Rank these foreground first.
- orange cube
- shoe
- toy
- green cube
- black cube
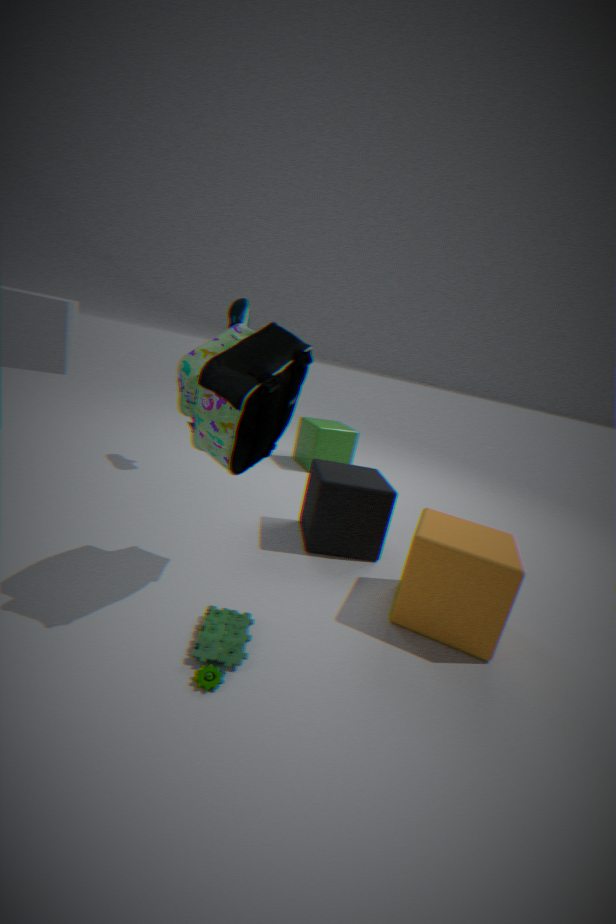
toy → orange cube → black cube → shoe → green cube
